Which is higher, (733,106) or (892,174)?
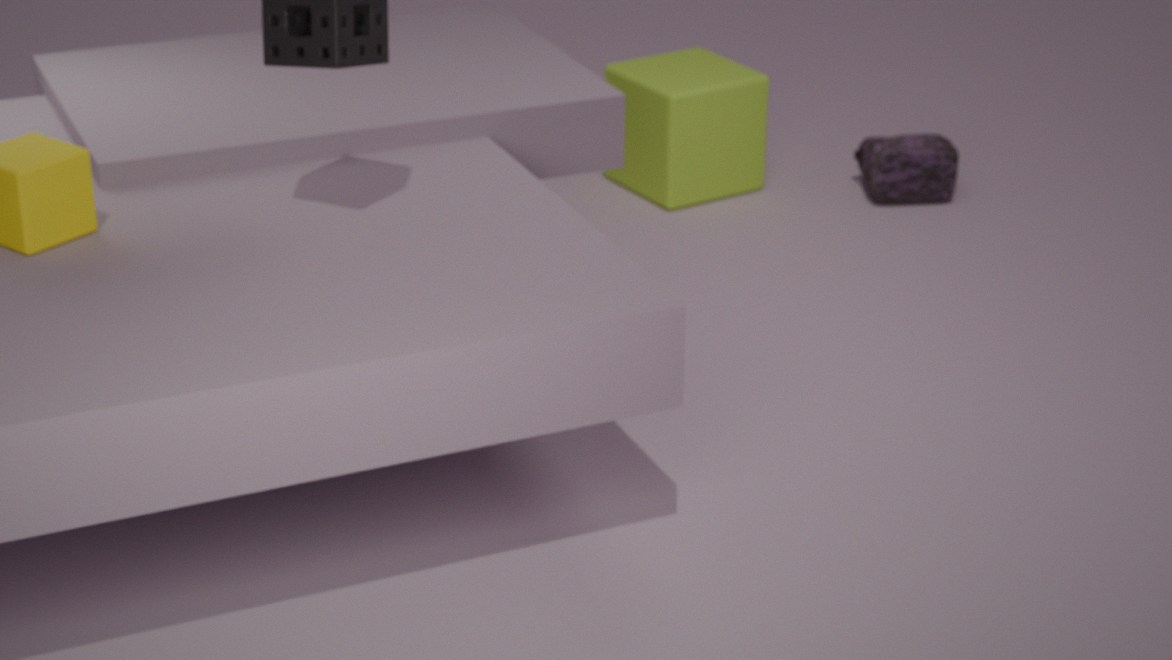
(733,106)
